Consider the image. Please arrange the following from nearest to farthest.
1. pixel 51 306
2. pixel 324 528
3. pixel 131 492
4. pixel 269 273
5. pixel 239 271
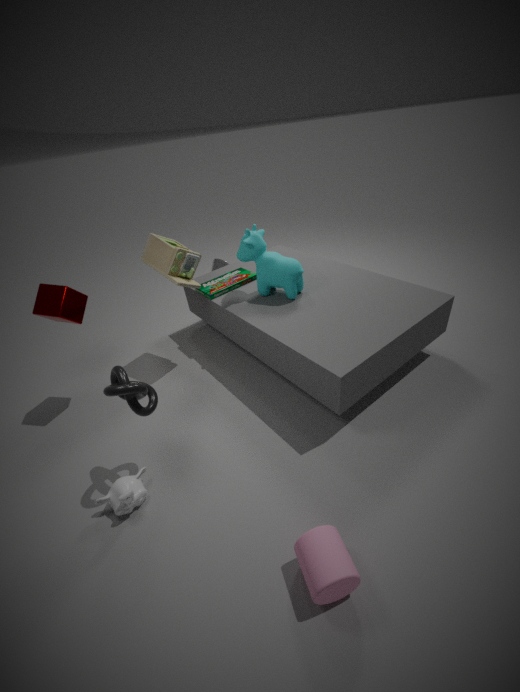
pixel 324 528, pixel 131 492, pixel 51 306, pixel 269 273, pixel 239 271
